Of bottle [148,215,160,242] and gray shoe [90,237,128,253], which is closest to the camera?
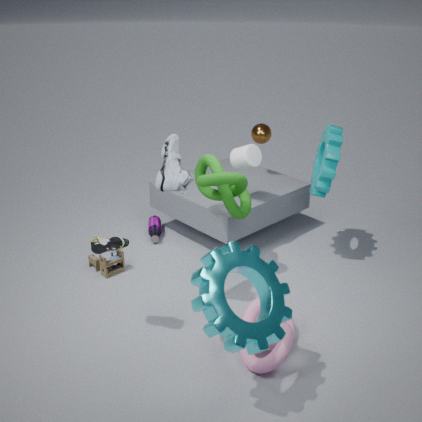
gray shoe [90,237,128,253]
